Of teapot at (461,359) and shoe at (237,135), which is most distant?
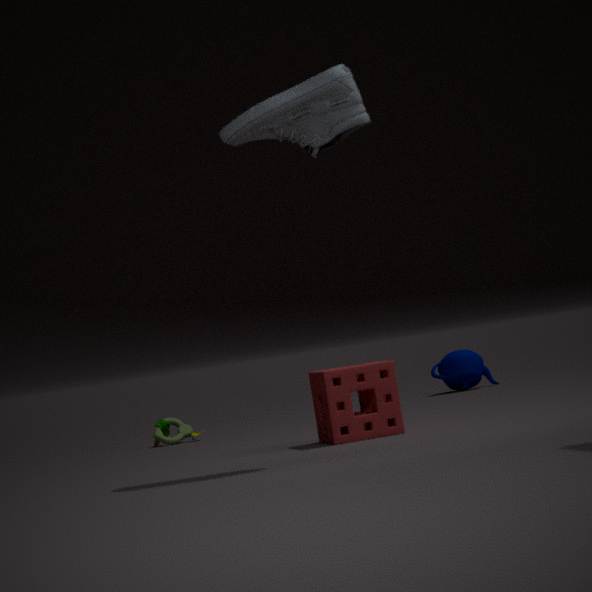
teapot at (461,359)
